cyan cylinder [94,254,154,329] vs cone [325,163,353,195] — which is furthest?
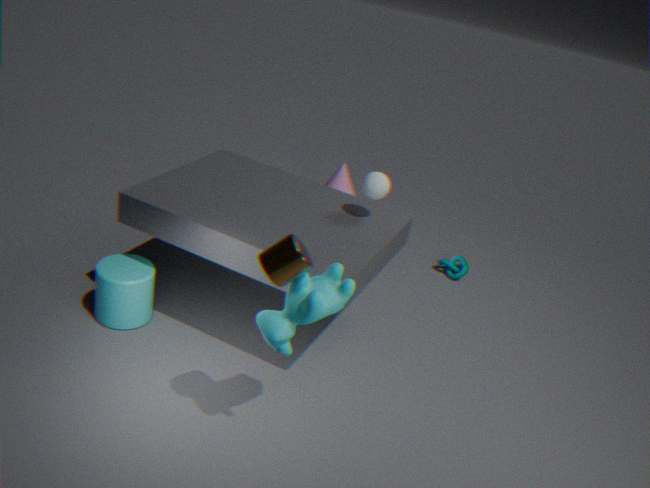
cone [325,163,353,195]
